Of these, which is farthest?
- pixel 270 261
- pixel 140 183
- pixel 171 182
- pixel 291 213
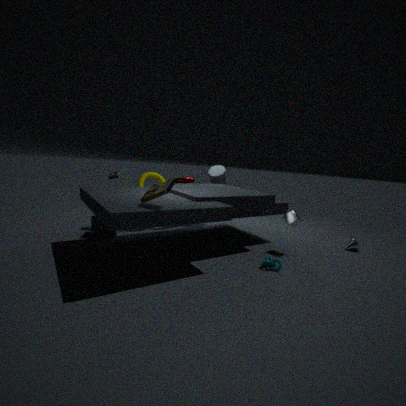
pixel 140 183
